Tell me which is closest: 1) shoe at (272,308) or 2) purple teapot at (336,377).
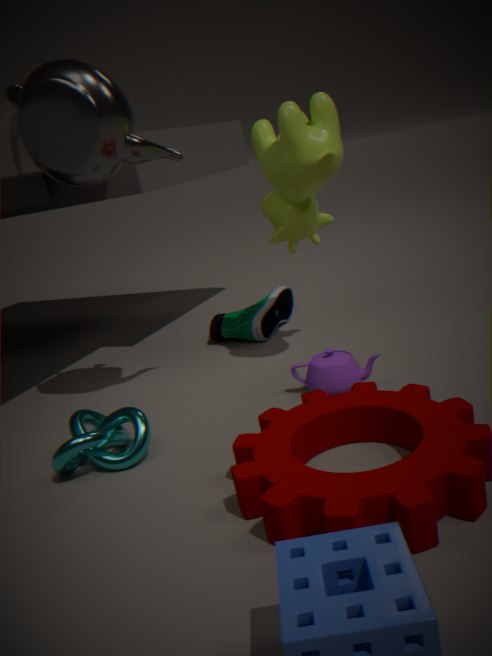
2. purple teapot at (336,377)
